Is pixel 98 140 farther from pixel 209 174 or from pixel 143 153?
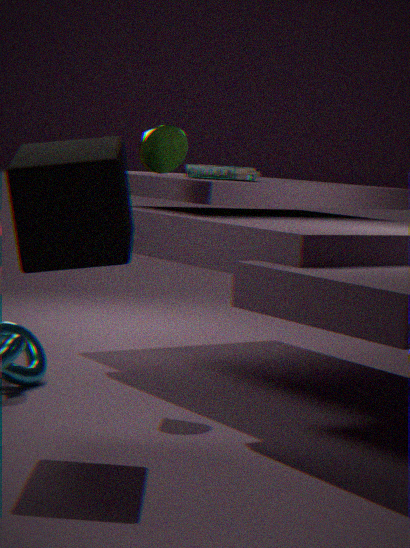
pixel 209 174
